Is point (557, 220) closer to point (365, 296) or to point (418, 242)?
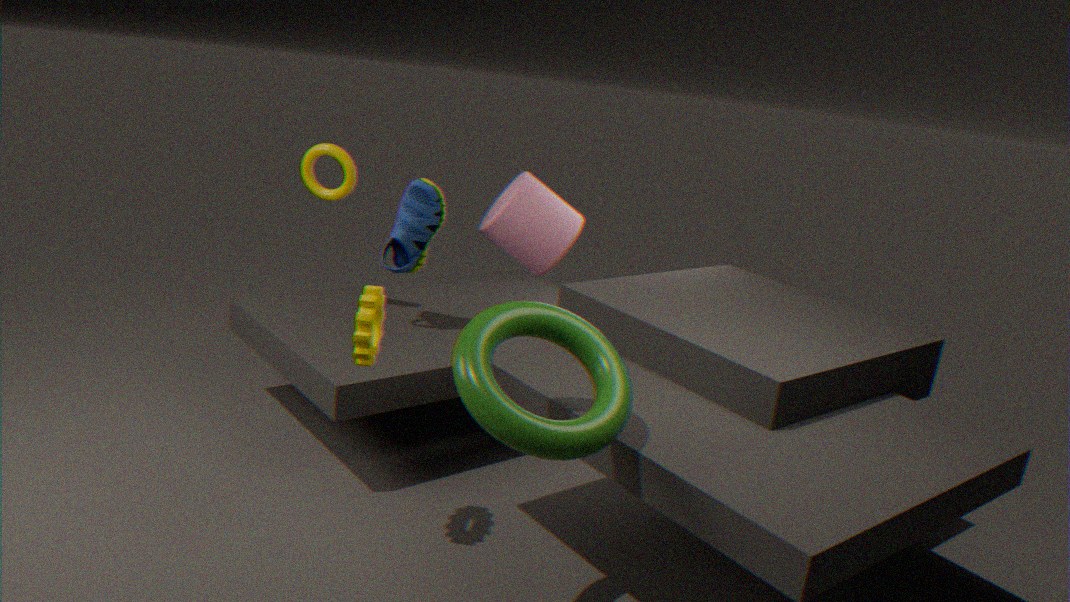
point (418, 242)
